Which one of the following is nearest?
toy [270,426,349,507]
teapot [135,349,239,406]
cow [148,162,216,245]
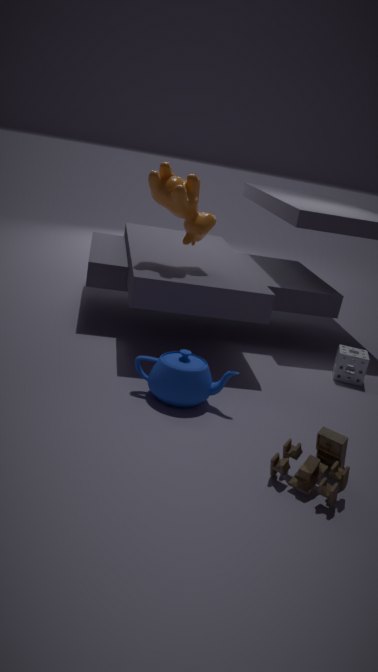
toy [270,426,349,507]
